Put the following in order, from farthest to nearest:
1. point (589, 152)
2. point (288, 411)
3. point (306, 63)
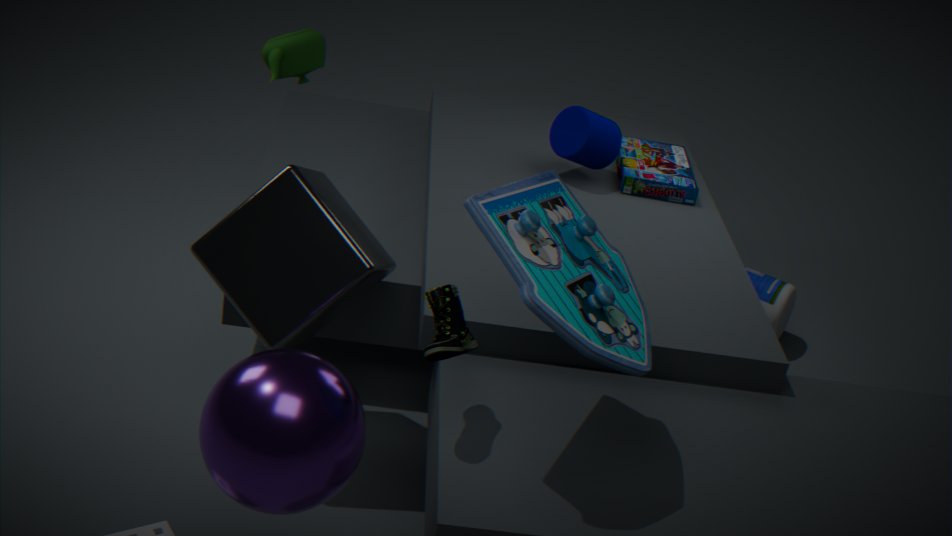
point (589, 152) → point (306, 63) → point (288, 411)
